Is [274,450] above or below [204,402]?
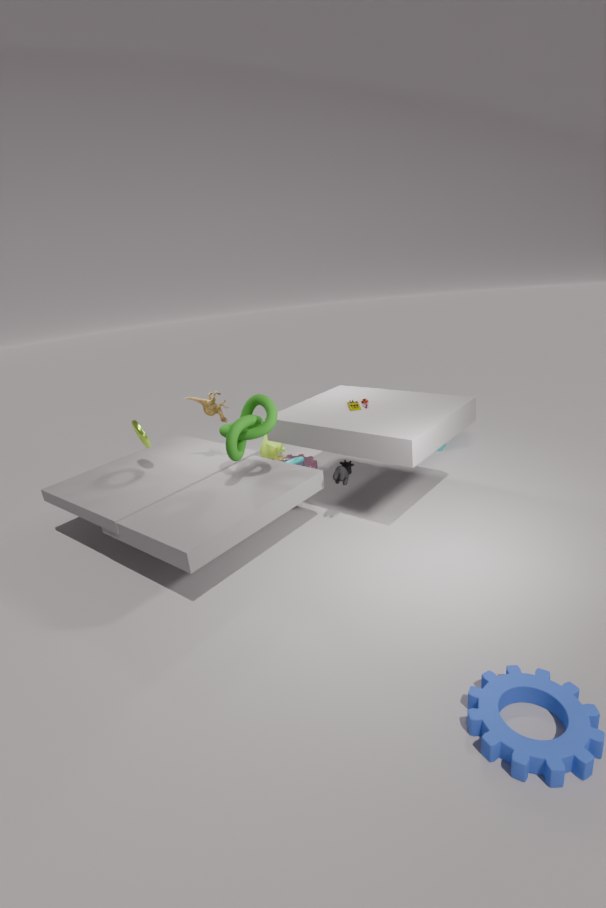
below
